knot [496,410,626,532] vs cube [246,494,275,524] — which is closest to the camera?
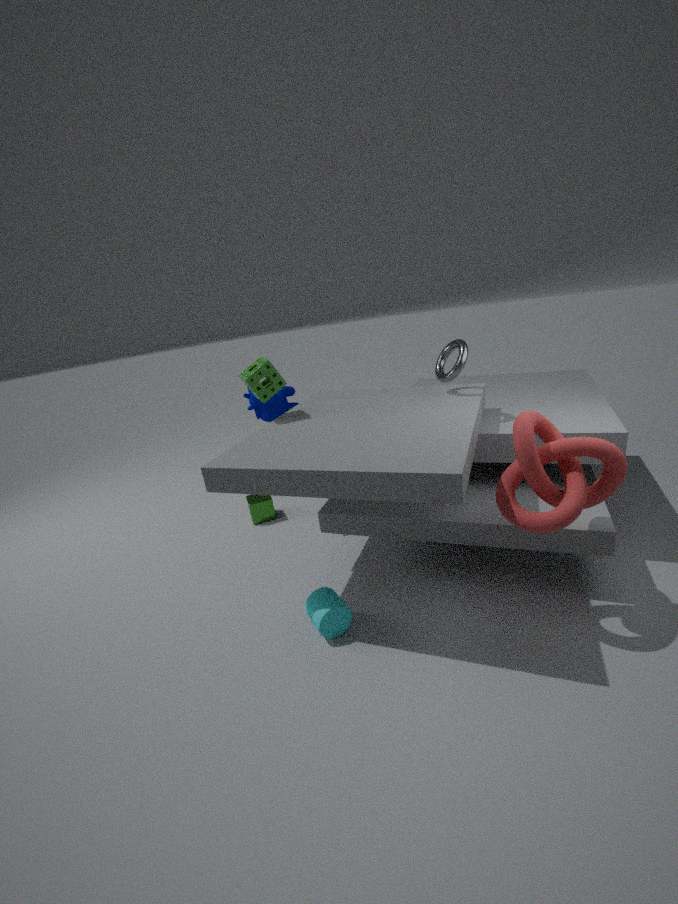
knot [496,410,626,532]
